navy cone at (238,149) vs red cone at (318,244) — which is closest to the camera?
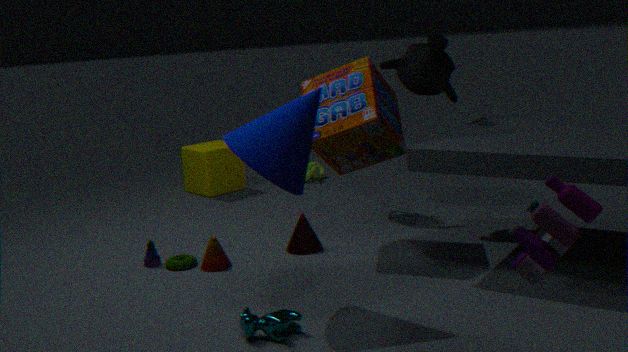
navy cone at (238,149)
